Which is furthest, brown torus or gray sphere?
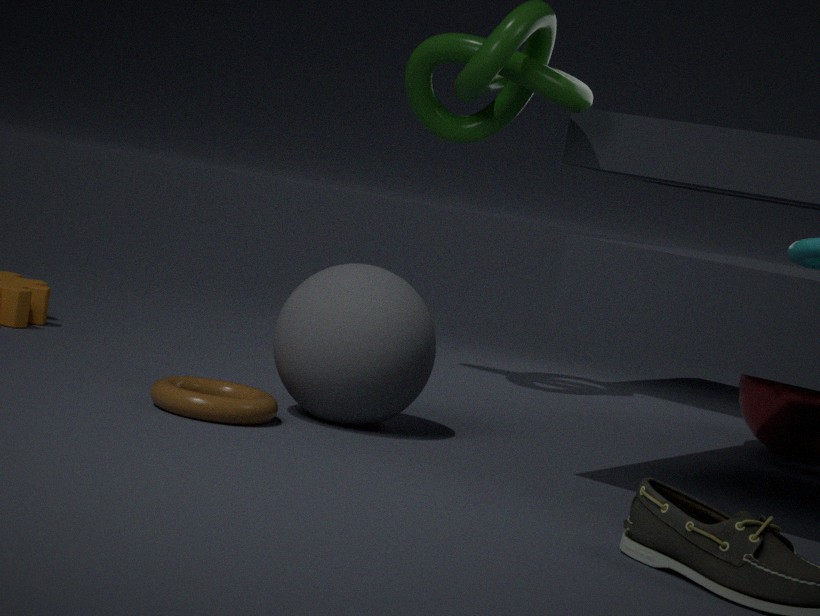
gray sphere
